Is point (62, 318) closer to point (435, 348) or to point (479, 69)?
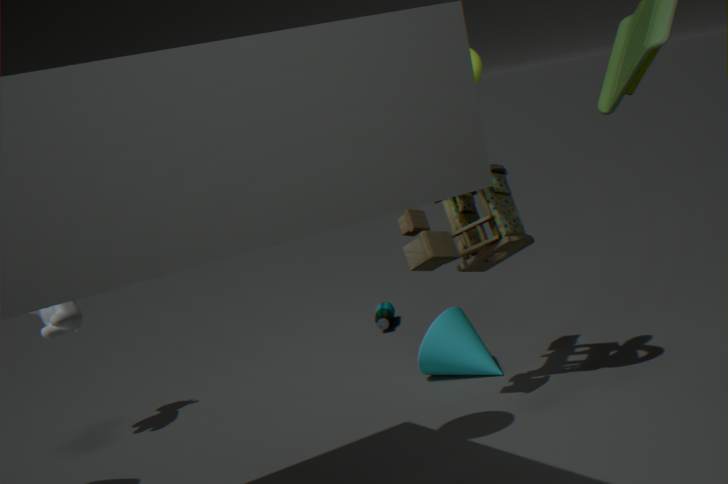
point (435, 348)
